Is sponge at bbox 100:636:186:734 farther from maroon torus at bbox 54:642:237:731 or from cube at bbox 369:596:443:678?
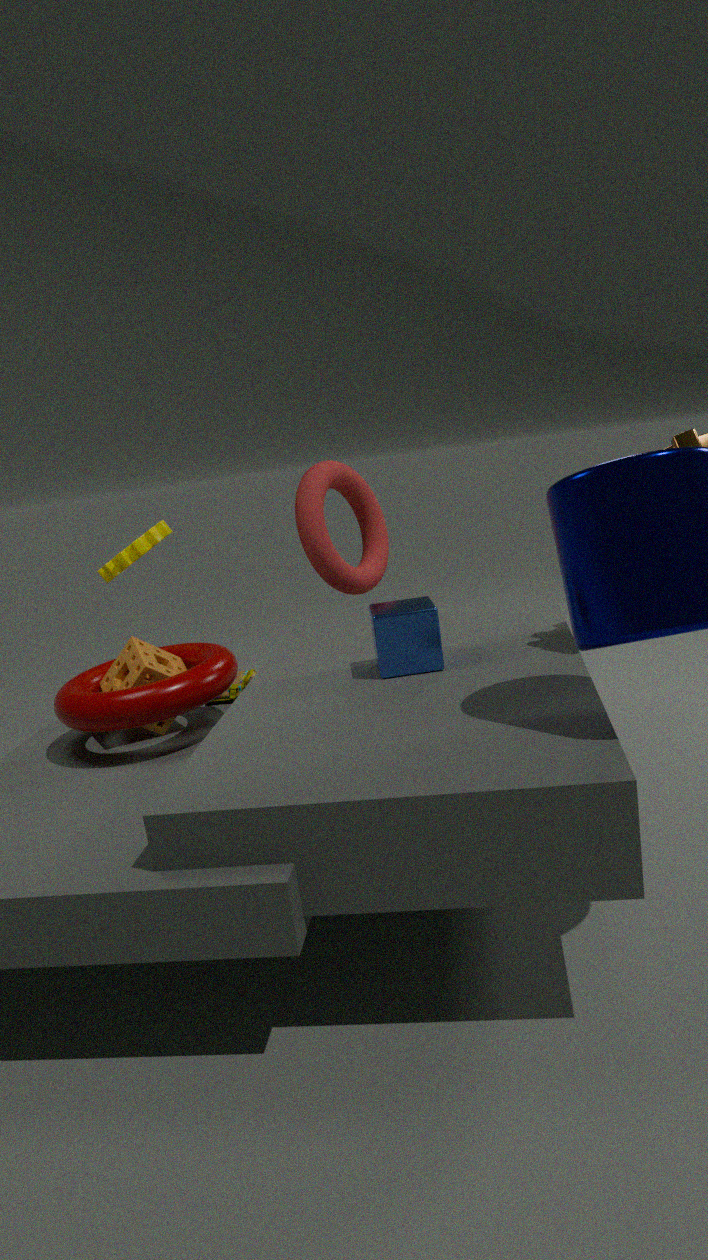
cube at bbox 369:596:443:678
